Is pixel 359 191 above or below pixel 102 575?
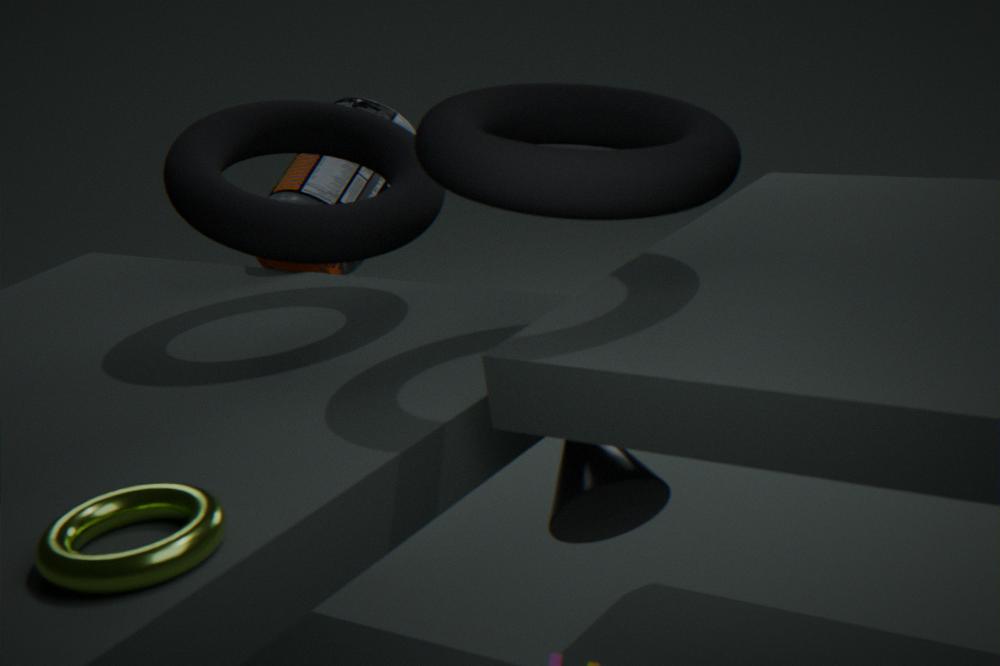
above
